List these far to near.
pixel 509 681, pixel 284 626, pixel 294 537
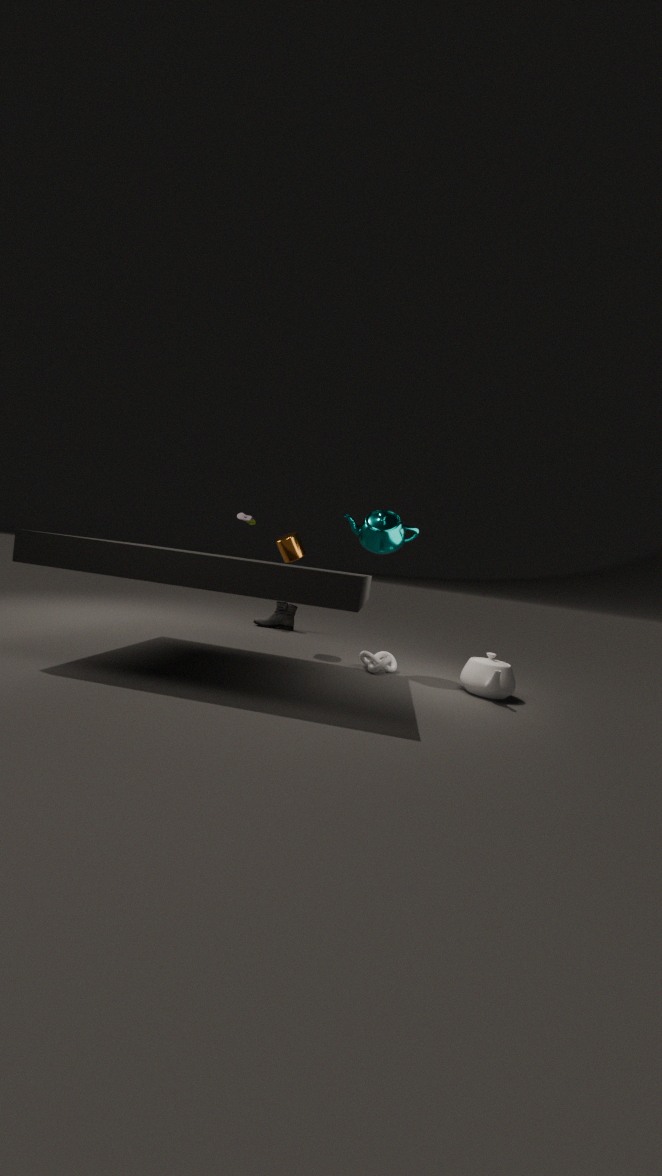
pixel 284 626, pixel 294 537, pixel 509 681
